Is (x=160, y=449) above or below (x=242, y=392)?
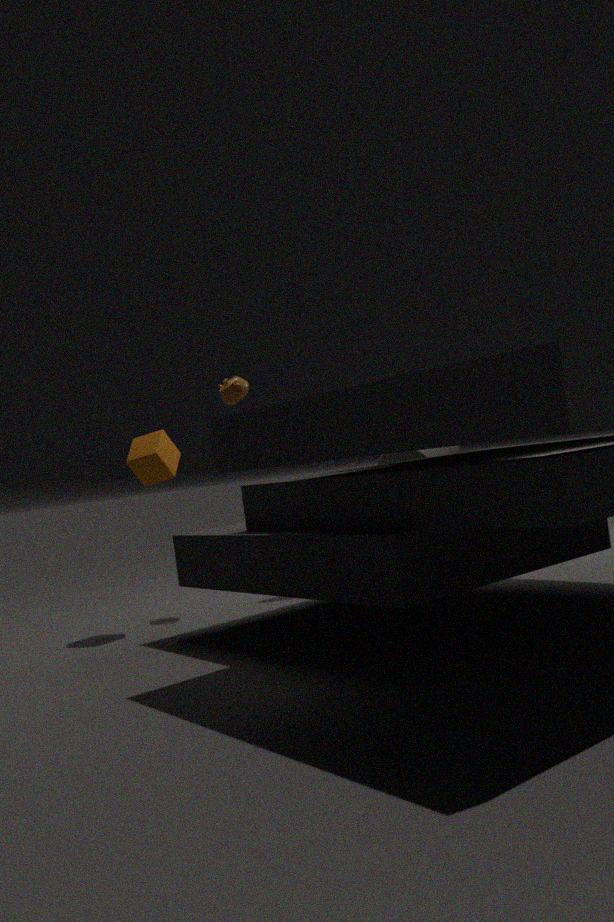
below
